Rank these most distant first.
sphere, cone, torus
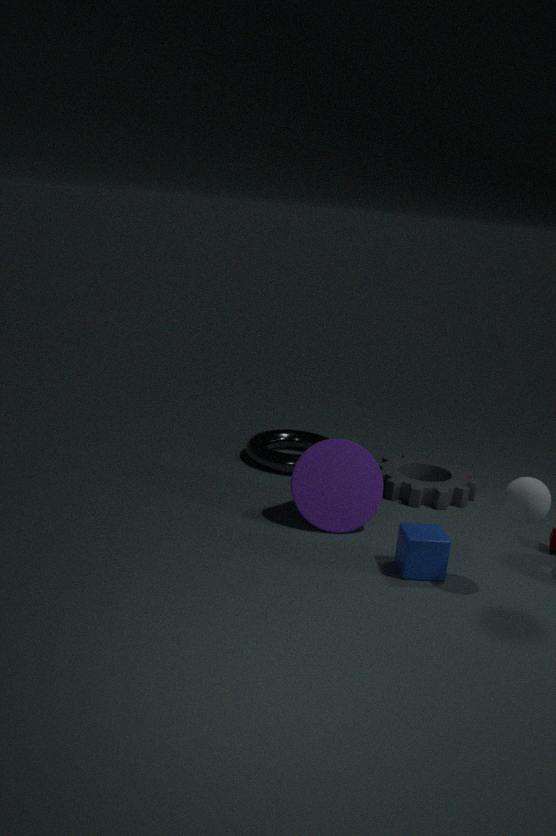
1. torus
2. cone
3. sphere
